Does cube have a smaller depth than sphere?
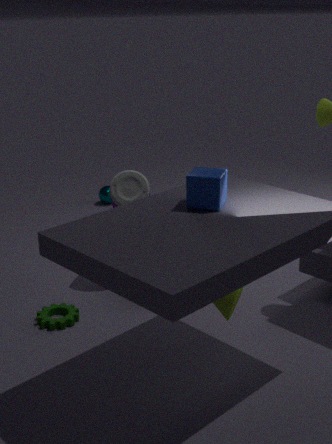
Yes
